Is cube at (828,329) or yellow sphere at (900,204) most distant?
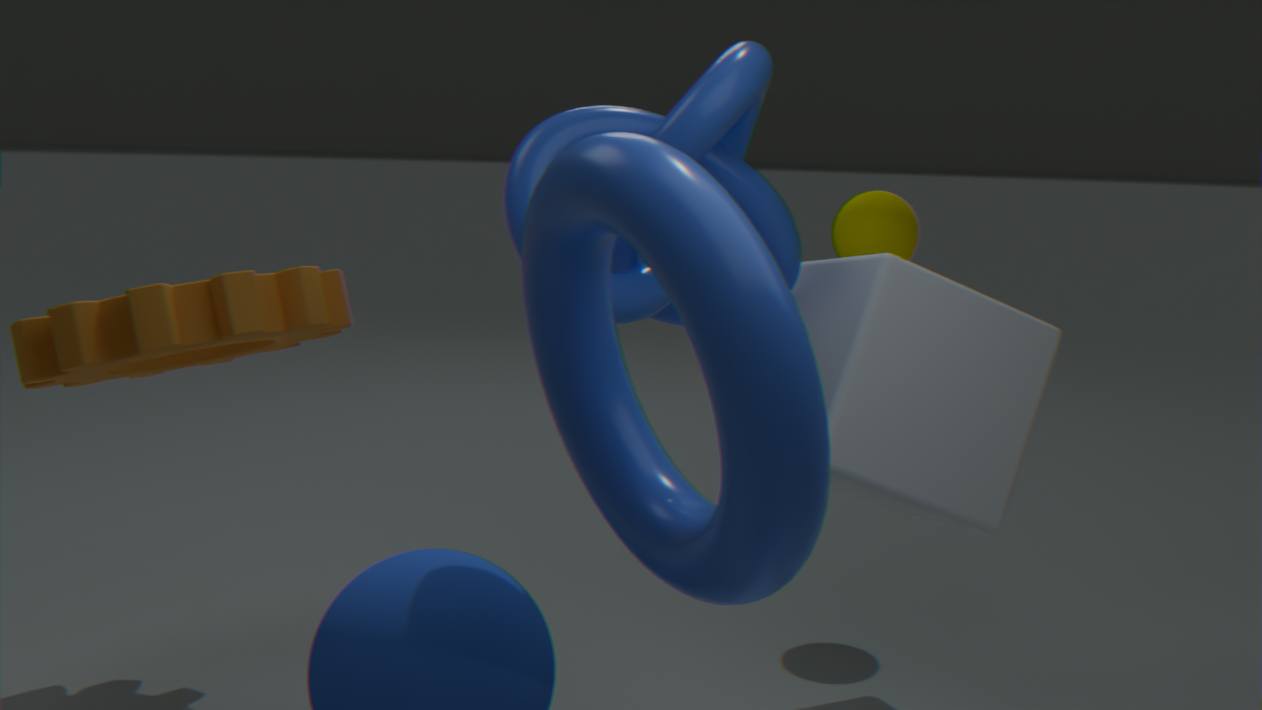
yellow sphere at (900,204)
